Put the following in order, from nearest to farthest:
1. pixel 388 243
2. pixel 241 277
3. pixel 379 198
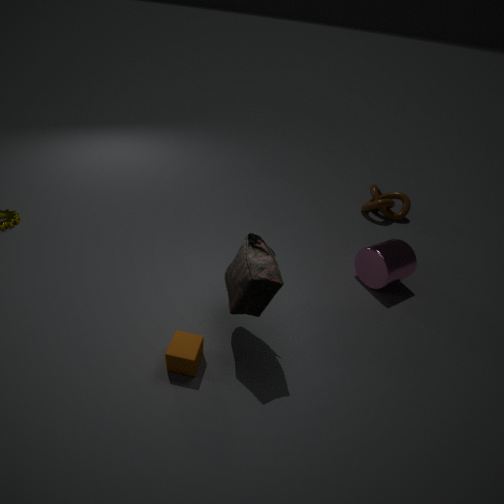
pixel 241 277 < pixel 388 243 < pixel 379 198
